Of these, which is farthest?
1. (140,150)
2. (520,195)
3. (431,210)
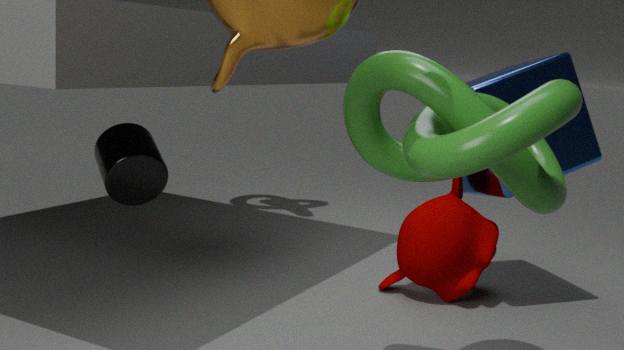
(431,210)
